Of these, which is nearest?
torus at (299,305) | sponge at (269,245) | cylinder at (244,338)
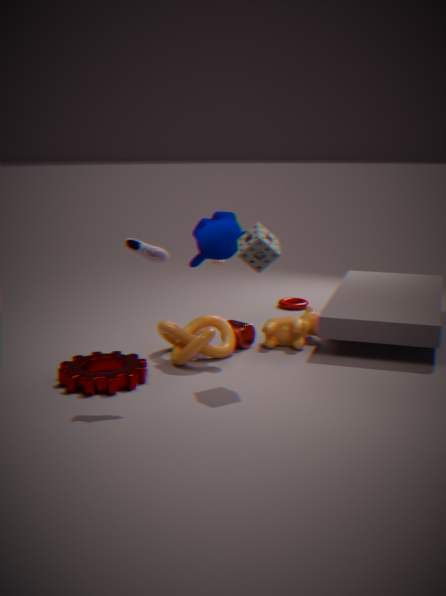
sponge at (269,245)
